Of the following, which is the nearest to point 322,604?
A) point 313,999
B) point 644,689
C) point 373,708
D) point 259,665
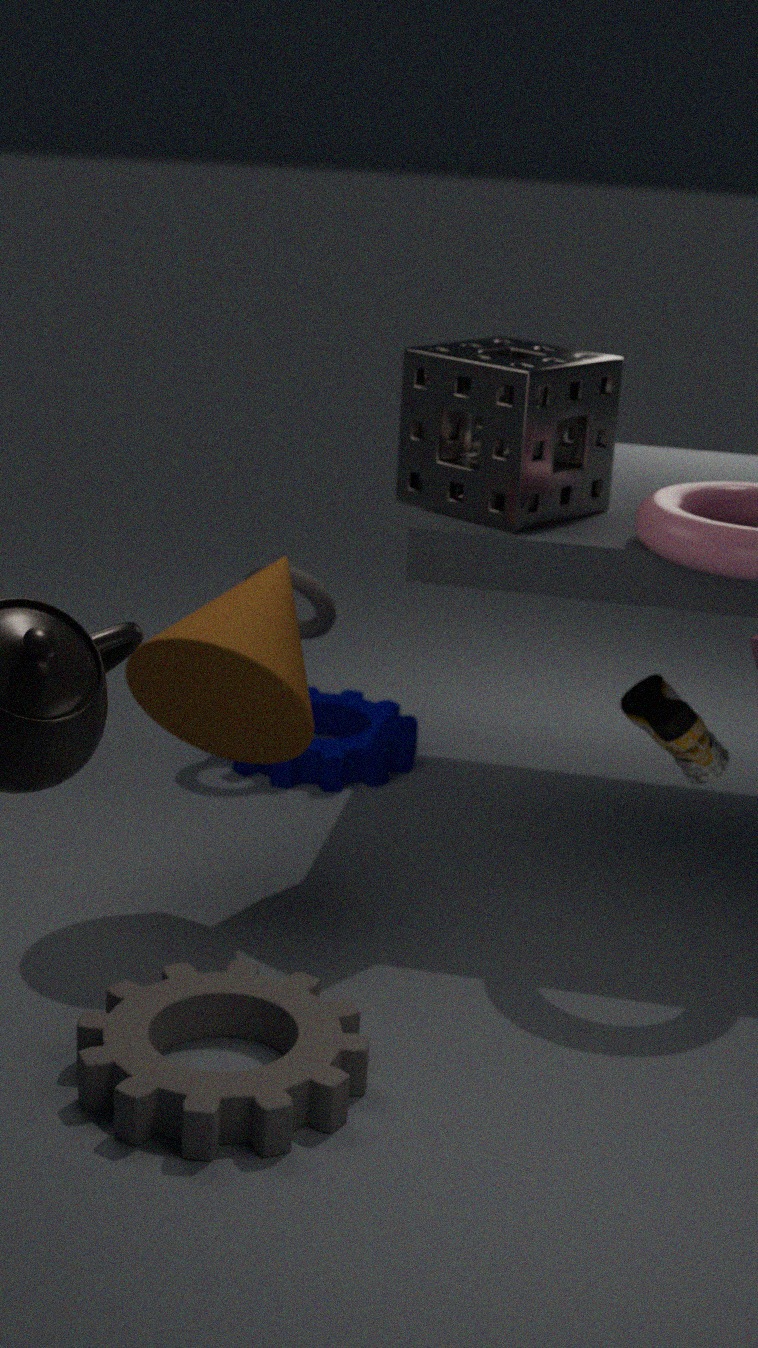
point 373,708
